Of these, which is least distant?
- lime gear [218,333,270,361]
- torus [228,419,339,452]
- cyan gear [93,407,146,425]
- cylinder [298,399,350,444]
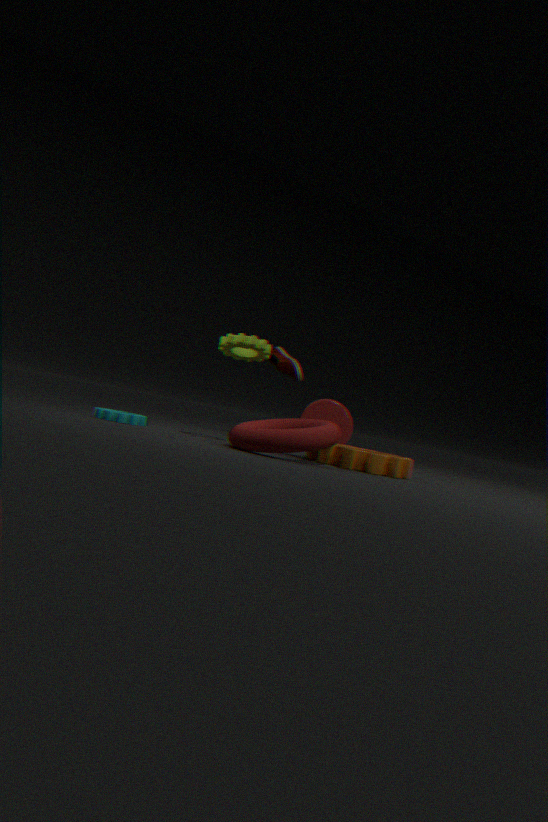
torus [228,419,339,452]
